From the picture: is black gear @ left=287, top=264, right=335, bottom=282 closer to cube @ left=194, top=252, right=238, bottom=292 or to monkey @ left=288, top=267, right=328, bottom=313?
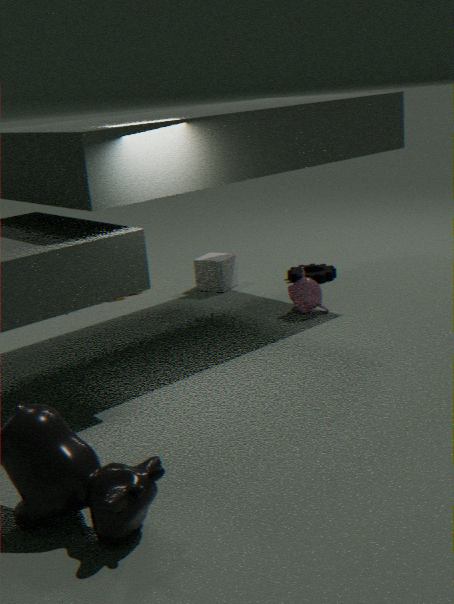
cube @ left=194, top=252, right=238, bottom=292
